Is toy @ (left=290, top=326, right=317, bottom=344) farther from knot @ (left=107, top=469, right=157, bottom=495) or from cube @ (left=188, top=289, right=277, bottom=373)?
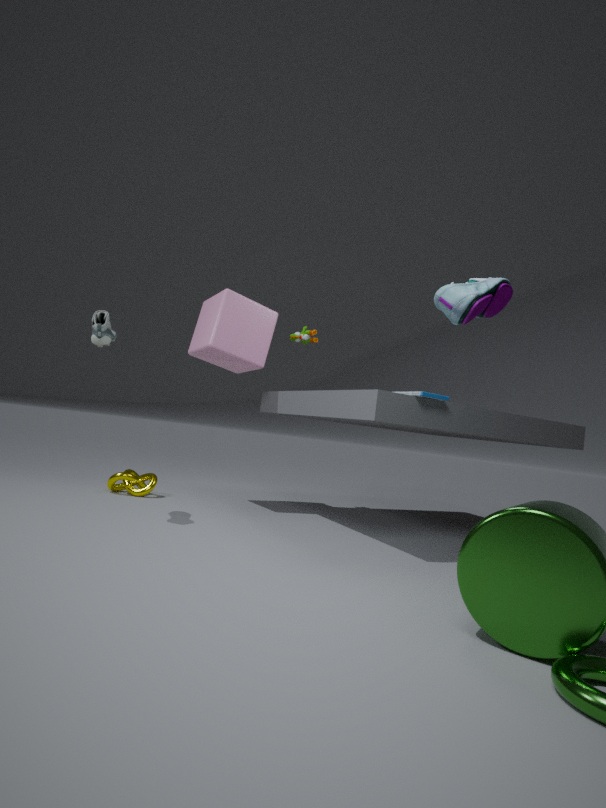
knot @ (left=107, top=469, right=157, bottom=495)
